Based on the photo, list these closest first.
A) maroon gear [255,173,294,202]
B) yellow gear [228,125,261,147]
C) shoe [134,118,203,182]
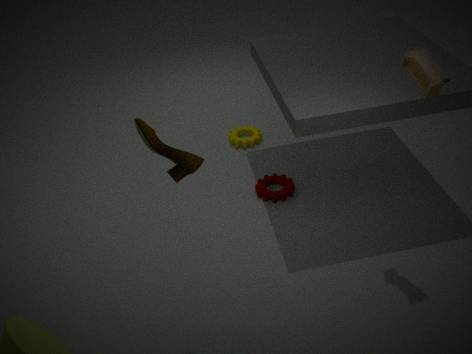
shoe [134,118,203,182] < maroon gear [255,173,294,202] < yellow gear [228,125,261,147]
